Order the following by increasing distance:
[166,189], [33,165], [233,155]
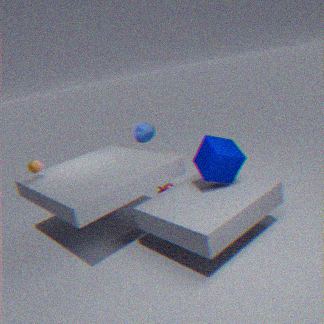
[233,155], [33,165], [166,189]
